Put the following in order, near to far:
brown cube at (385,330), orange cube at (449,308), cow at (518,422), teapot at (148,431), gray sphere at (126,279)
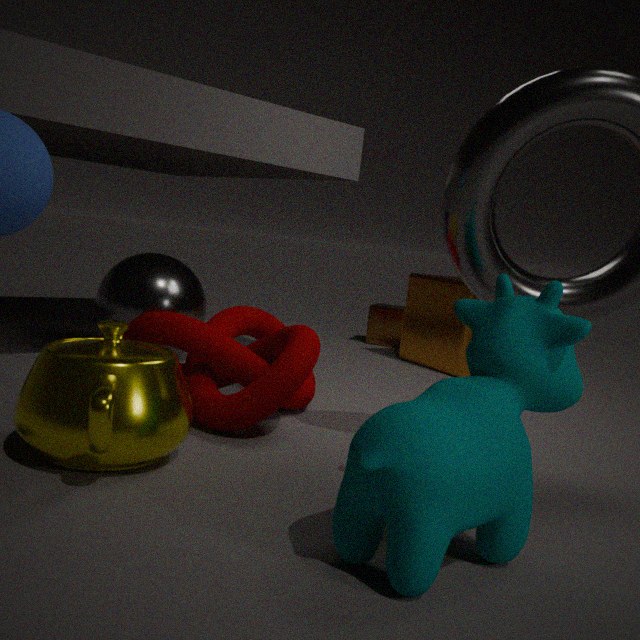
cow at (518,422)
teapot at (148,431)
gray sphere at (126,279)
orange cube at (449,308)
brown cube at (385,330)
